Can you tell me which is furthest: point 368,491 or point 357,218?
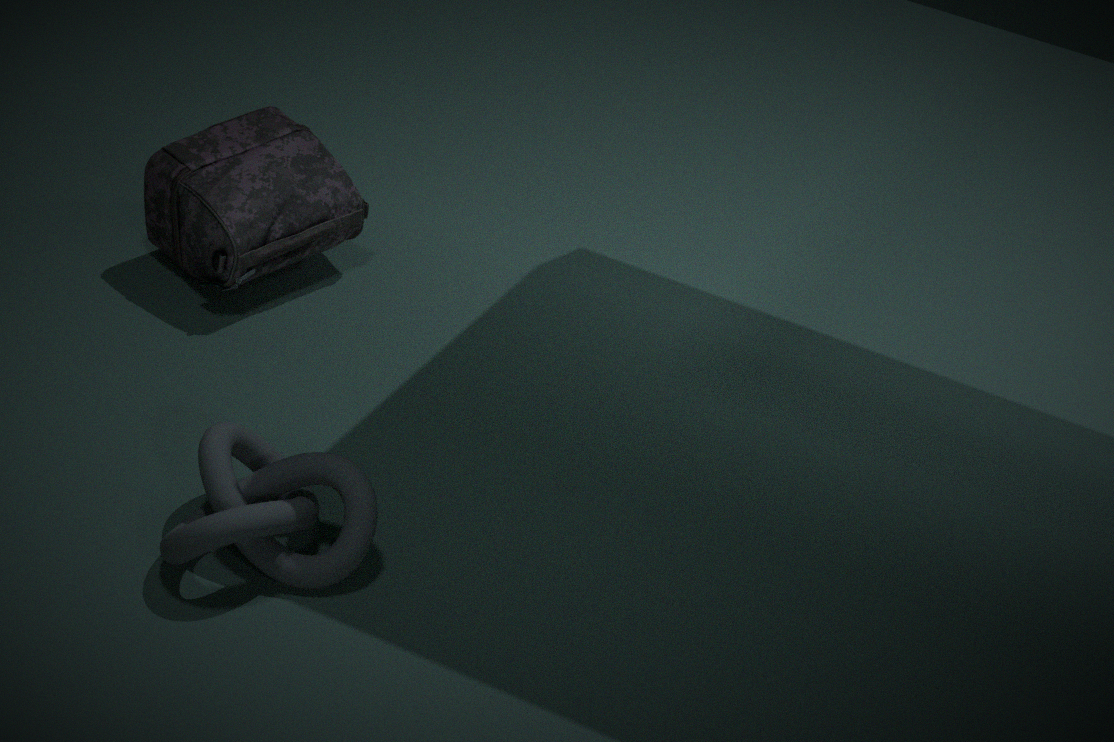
point 357,218
